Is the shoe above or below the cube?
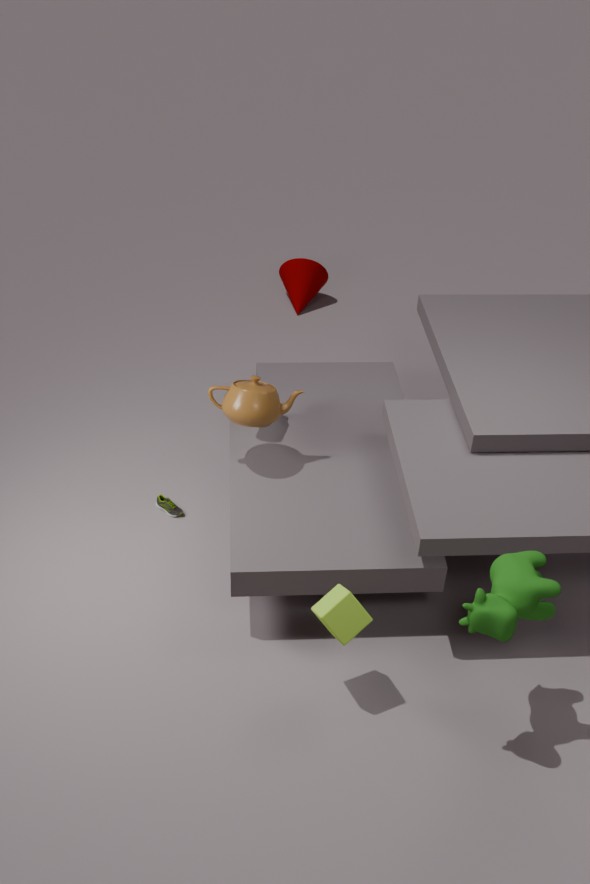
below
